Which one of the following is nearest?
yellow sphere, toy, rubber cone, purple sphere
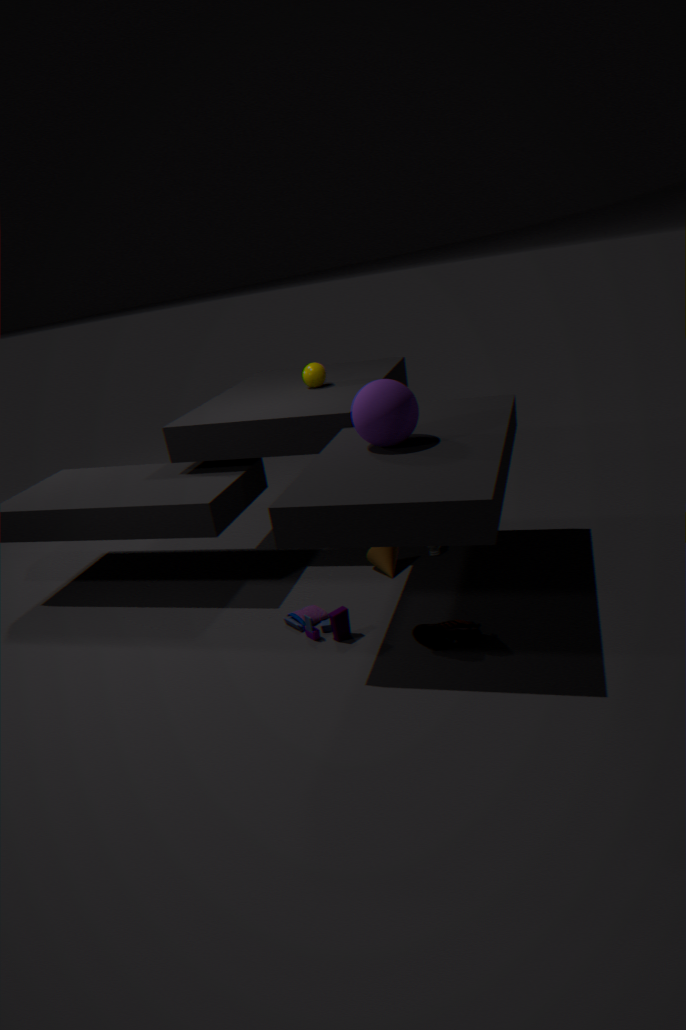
purple sphere
